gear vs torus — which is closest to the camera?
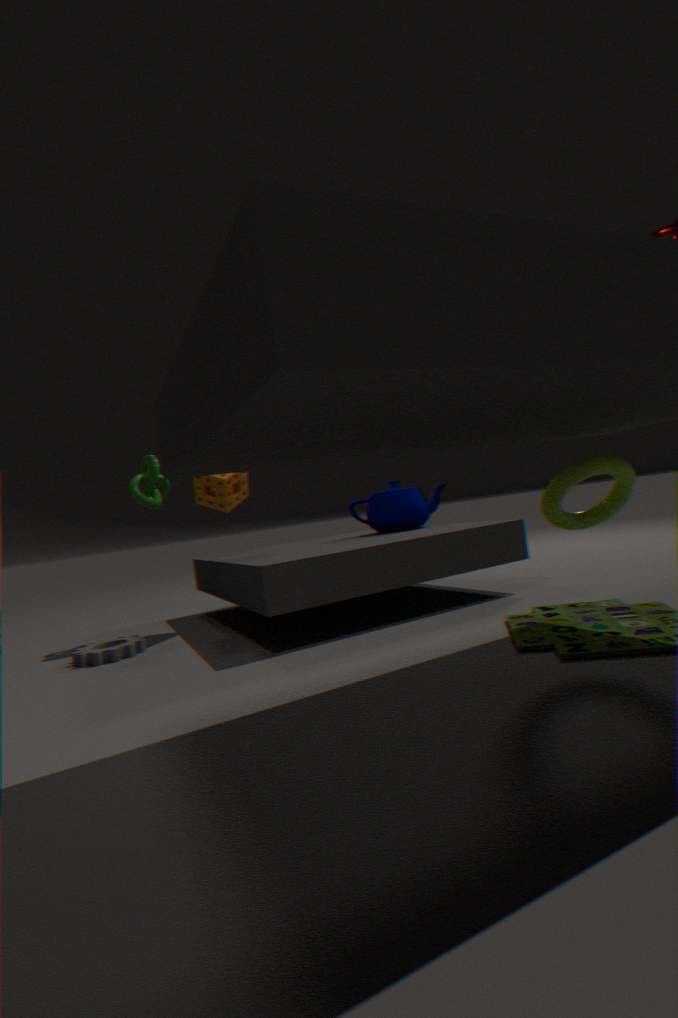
torus
